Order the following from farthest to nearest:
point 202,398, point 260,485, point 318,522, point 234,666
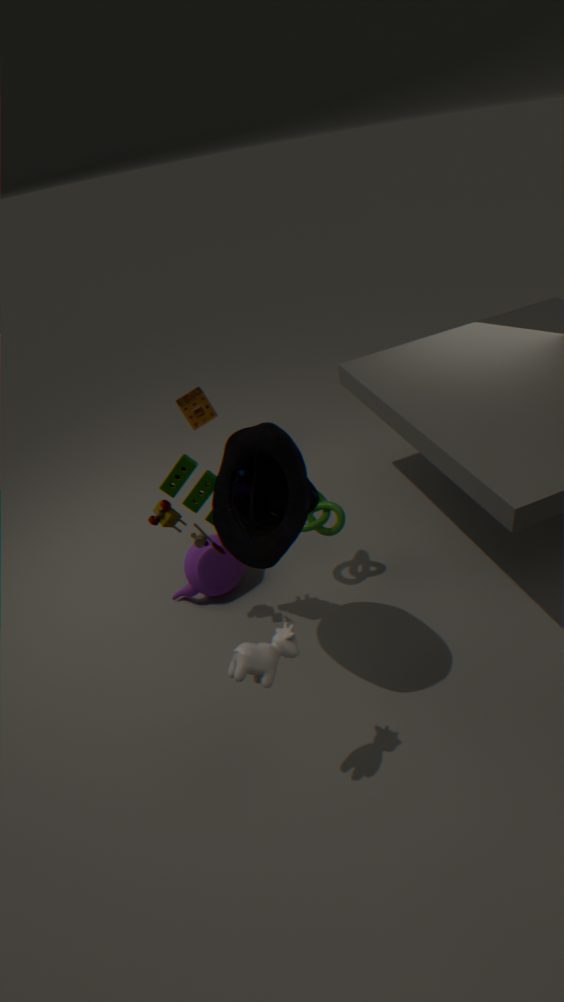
point 202,398 → point 318,522 → point 260,485 → point 234,666
